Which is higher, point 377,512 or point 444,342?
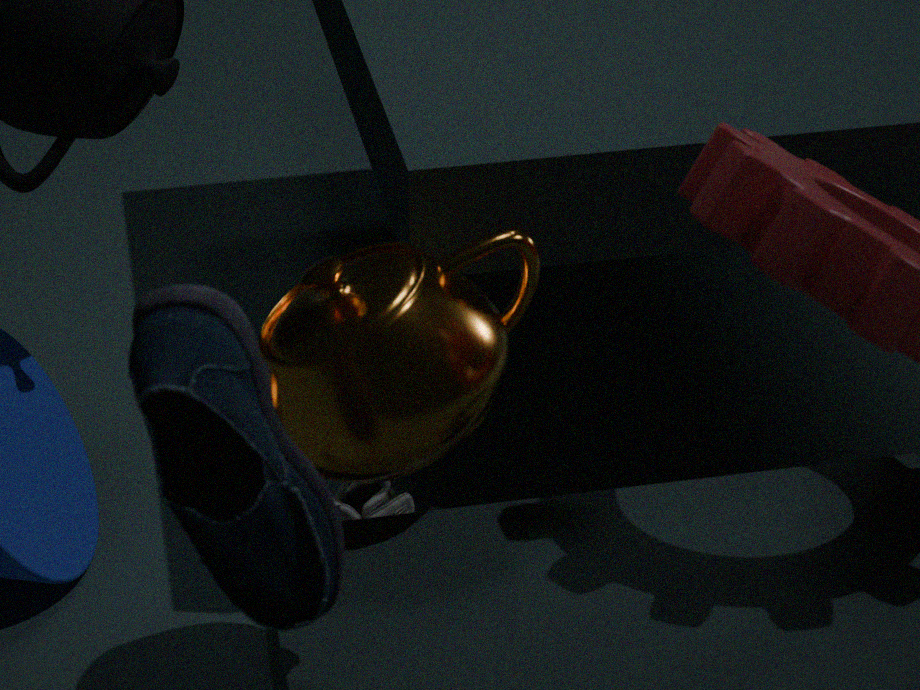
point 444,342
